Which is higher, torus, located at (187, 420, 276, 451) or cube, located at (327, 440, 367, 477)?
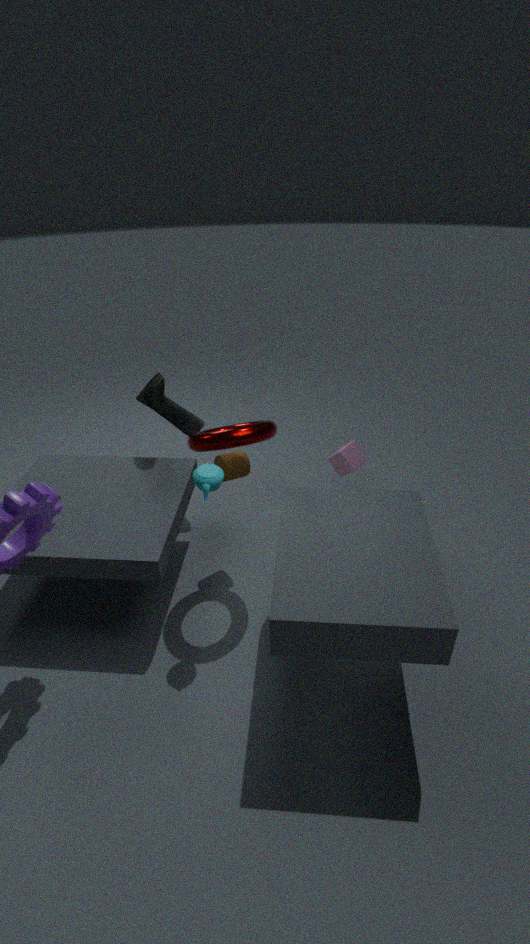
torus, located at (187, 420, 276, 451)
